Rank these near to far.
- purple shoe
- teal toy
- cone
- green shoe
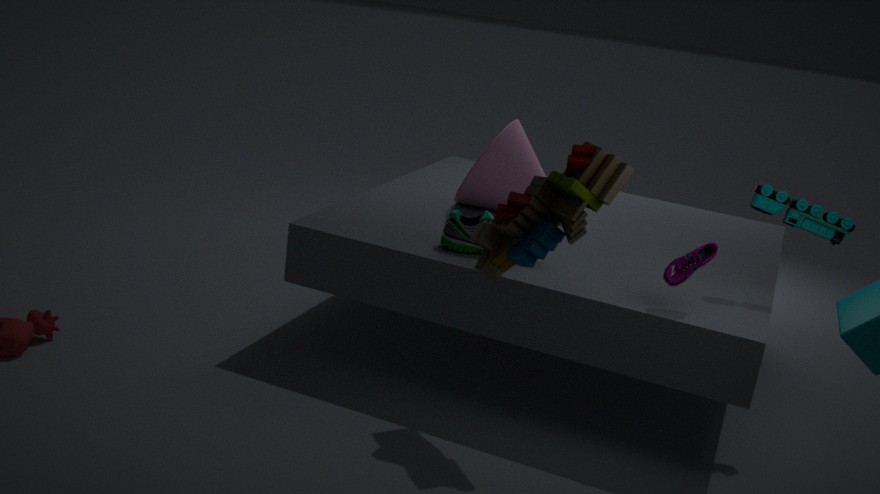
purple shoe, teal toy, green shoe, cone
